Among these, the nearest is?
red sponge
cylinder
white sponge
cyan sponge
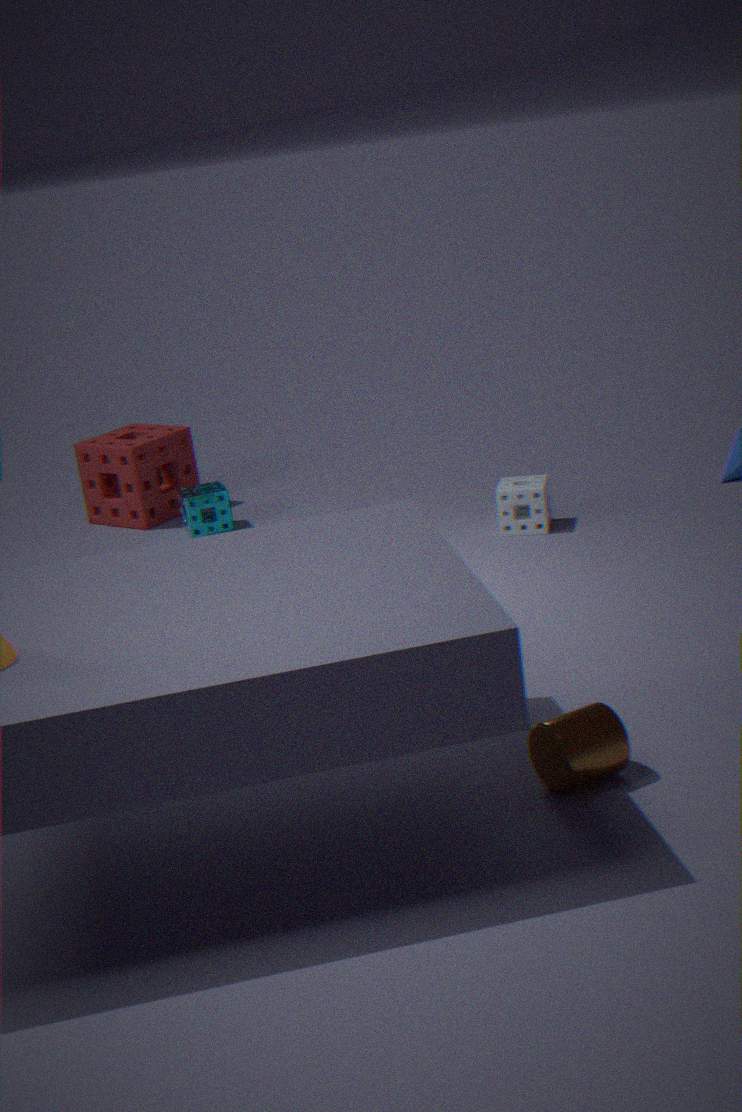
cylinder
